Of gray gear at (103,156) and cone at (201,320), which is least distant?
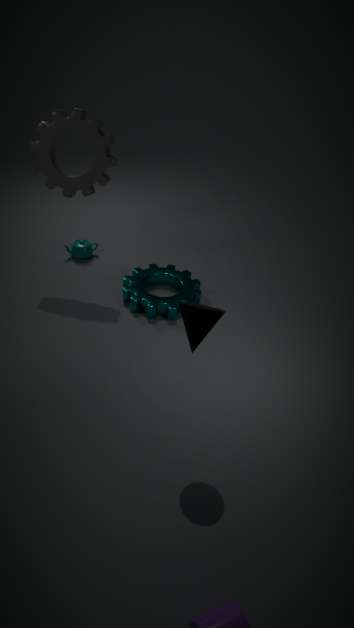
cone at (201,320)
